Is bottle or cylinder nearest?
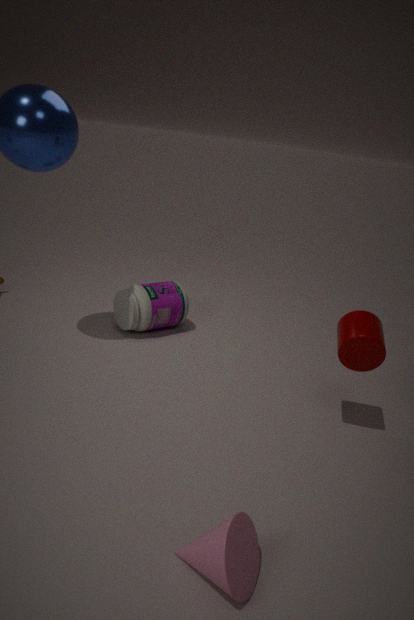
cylinder
